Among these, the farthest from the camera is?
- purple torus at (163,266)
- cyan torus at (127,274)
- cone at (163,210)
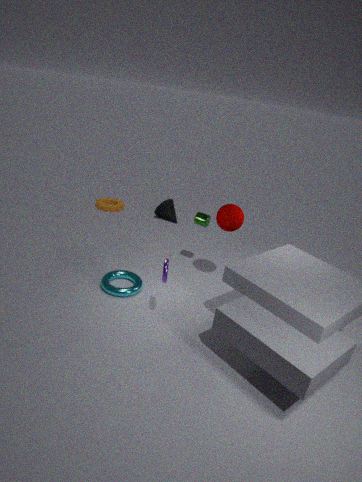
cone at (163,210)
